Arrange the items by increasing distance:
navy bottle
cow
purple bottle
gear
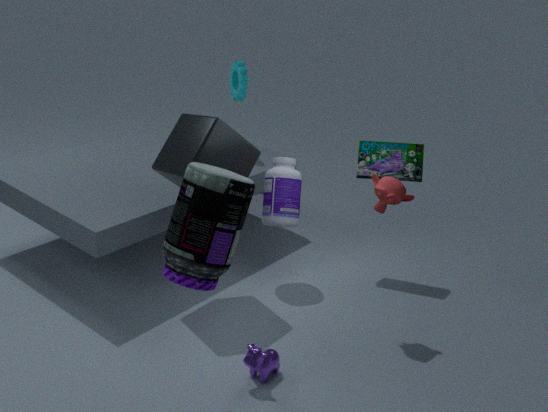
purple bottle → cow → navy bottle → gear
